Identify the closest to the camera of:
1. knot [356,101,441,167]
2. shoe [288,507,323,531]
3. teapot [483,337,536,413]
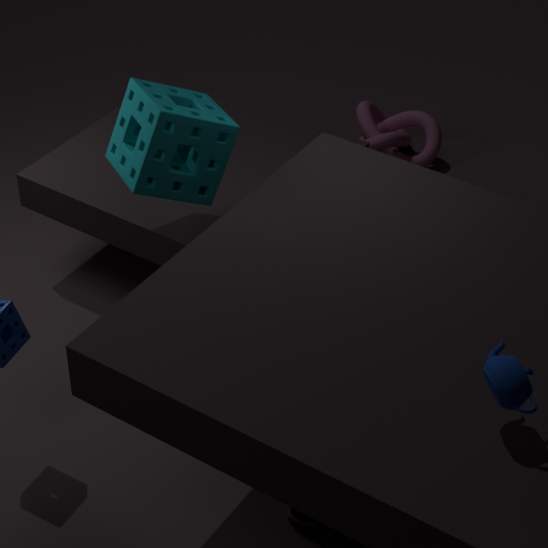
teapot [483,337,536,413]
